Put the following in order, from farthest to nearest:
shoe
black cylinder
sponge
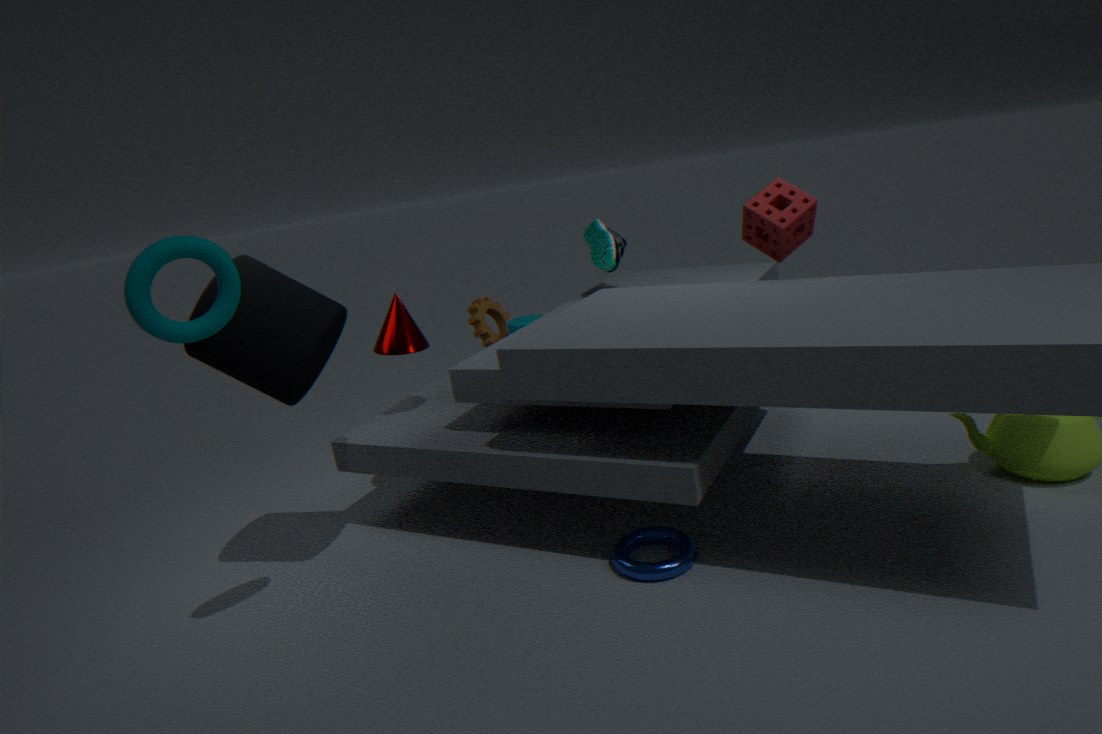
1. shoe
2. sponge
3. black cylinder
